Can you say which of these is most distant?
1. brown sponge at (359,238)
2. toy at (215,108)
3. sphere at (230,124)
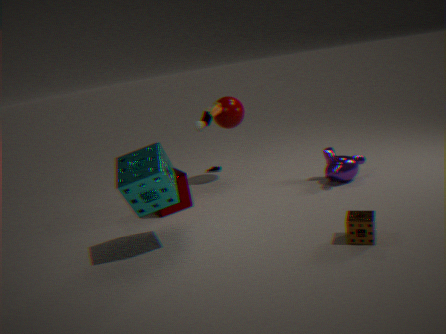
sphere at (230,124)
